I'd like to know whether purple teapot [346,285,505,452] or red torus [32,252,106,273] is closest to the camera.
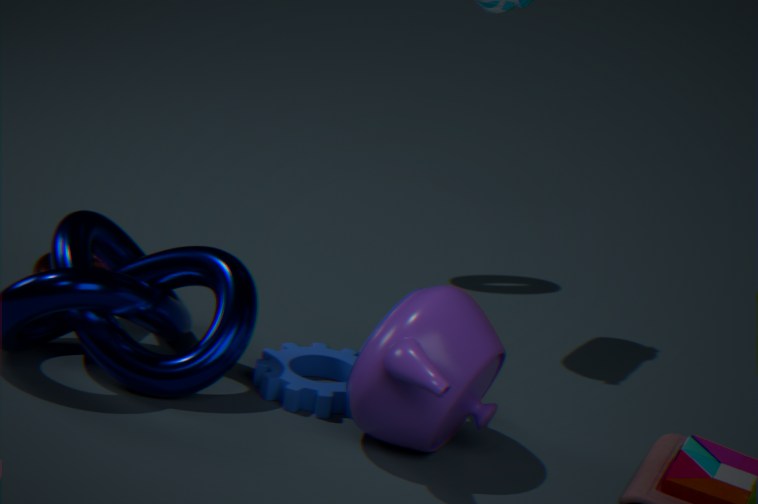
purple teapot [346,285,505,452]
